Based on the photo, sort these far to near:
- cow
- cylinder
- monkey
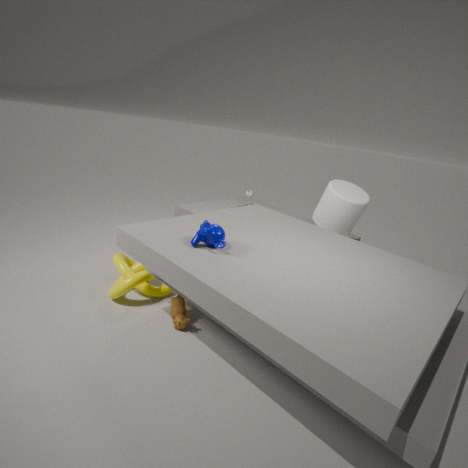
cylinder → cow → monkey
